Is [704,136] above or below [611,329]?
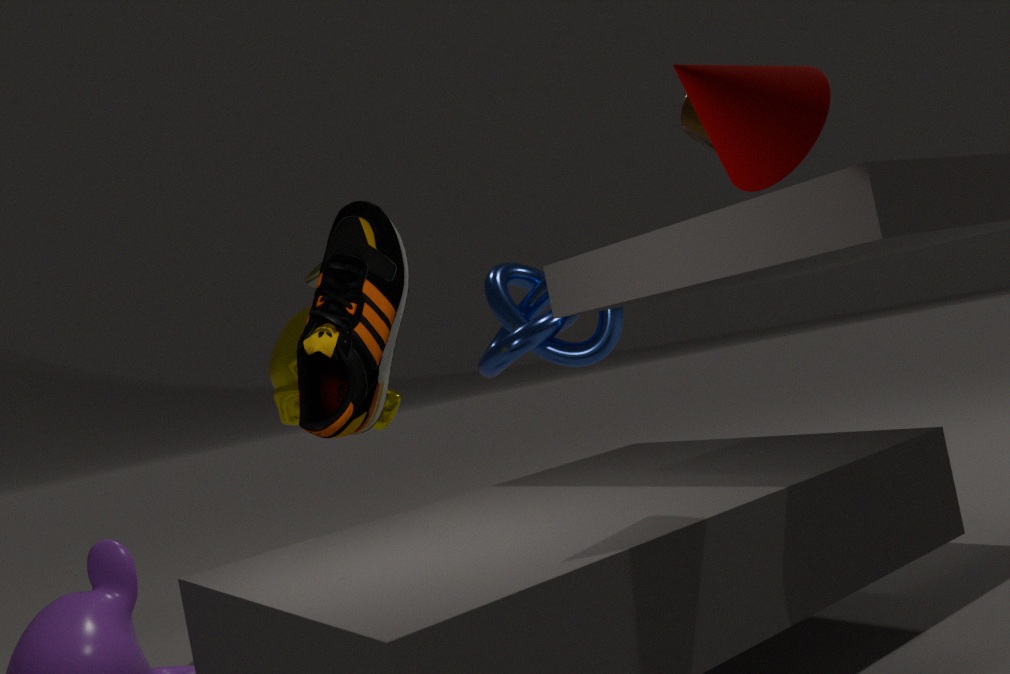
above
